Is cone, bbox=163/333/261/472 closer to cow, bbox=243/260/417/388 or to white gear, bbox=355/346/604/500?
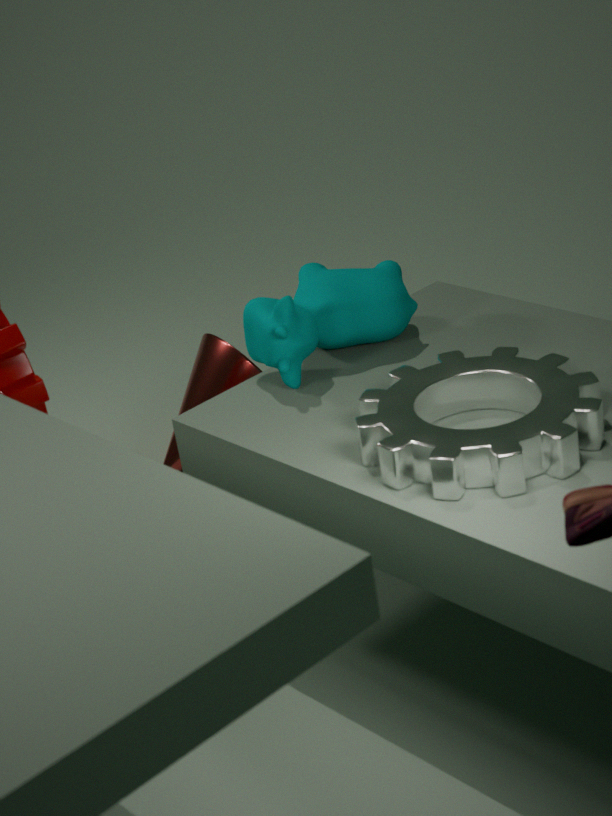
cow, bbox=243/260/417/388
